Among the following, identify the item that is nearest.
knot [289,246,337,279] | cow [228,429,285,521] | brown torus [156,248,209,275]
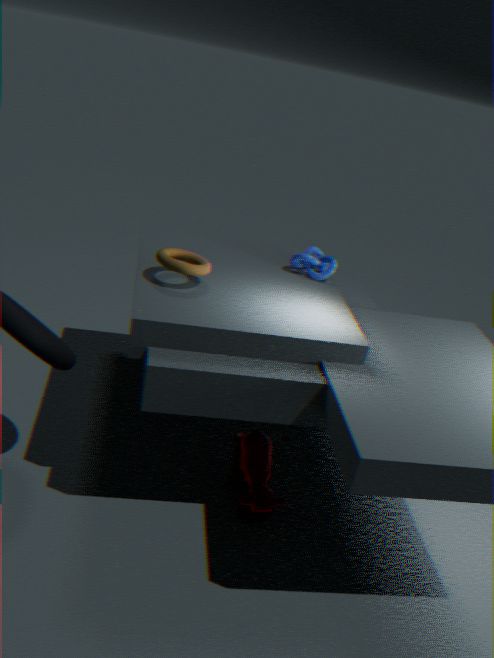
brown torus [156,248,209,275]
